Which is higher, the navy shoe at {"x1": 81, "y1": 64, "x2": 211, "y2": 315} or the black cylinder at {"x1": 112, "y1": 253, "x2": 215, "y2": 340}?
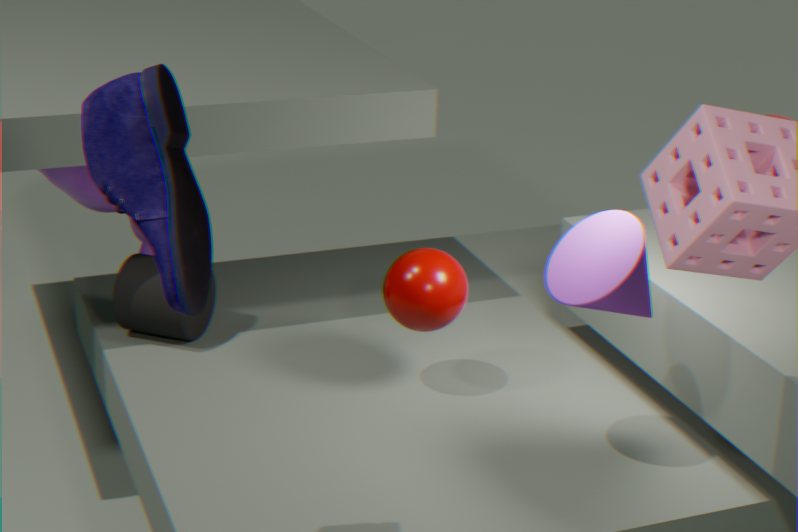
the navy shoe at {"x1": 81, "y1": 64, "x2": 211, "y2": 315}
